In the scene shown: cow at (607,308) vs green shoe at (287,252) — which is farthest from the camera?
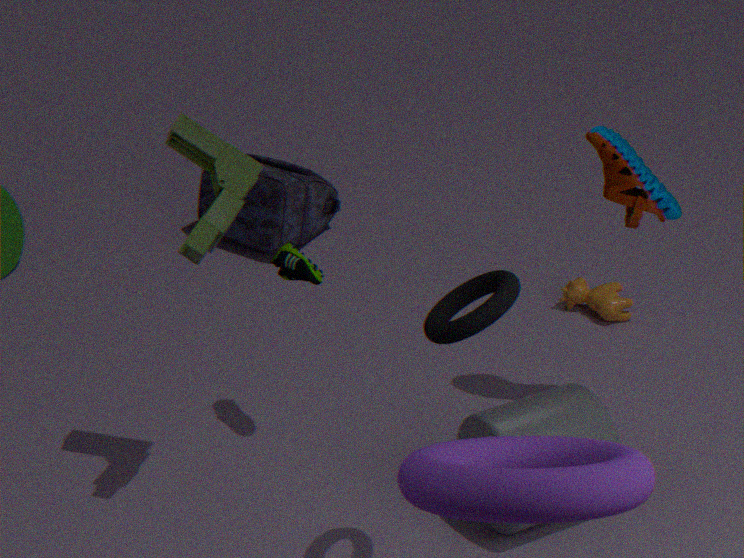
cow at (607,308)
